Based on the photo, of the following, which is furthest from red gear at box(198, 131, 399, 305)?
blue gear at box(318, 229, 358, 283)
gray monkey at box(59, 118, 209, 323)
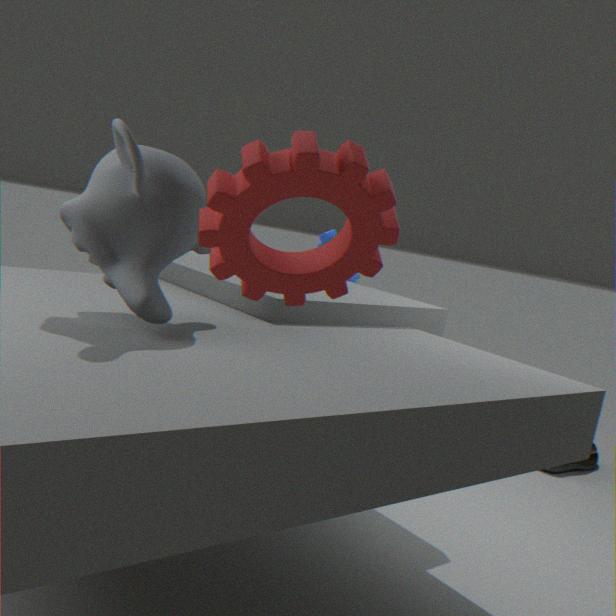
blue gear at box(318, 229, 358, 283)
